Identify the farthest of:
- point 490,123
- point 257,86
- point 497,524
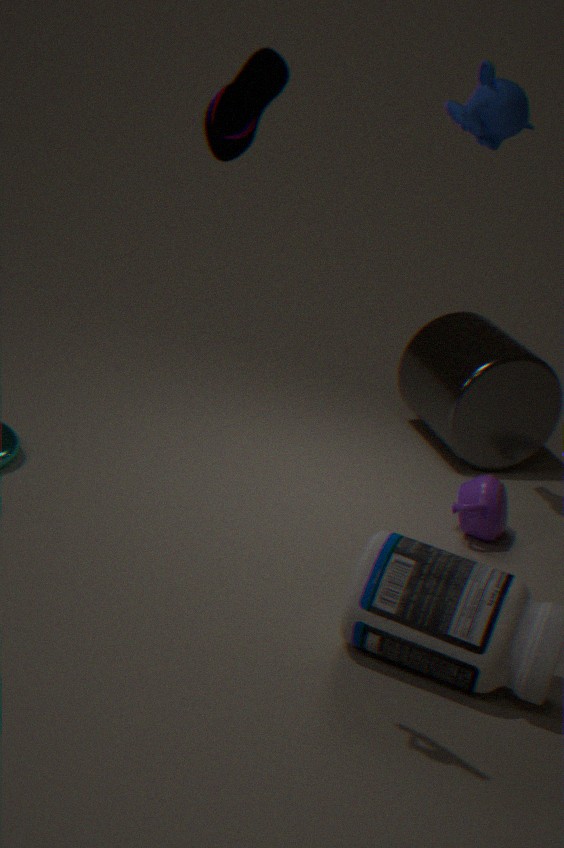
point 497,524
